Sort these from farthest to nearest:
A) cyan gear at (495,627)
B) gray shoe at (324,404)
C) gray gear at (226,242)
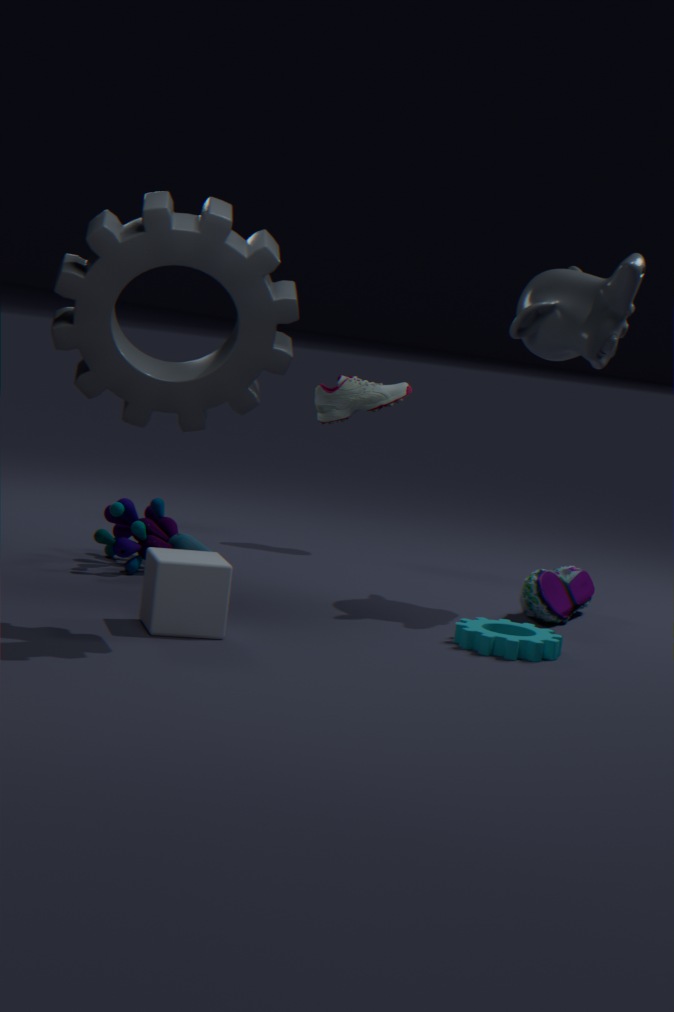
gray shoe at (324,404), cyan gear at (495,627), gray gear at (226,242)
